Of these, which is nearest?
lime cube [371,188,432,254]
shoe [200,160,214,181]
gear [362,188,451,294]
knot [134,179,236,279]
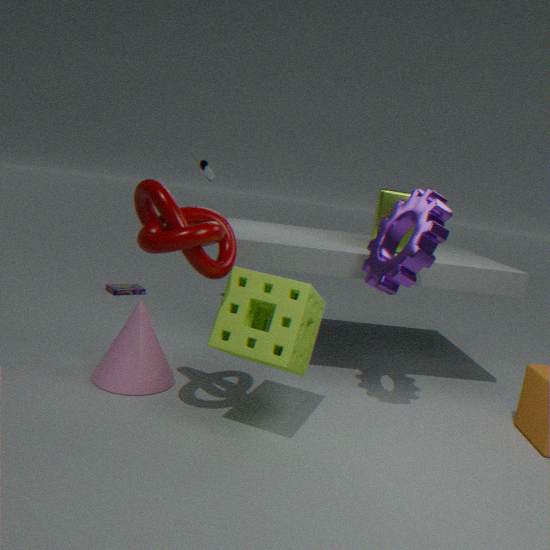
knot [134,179,236,279]
